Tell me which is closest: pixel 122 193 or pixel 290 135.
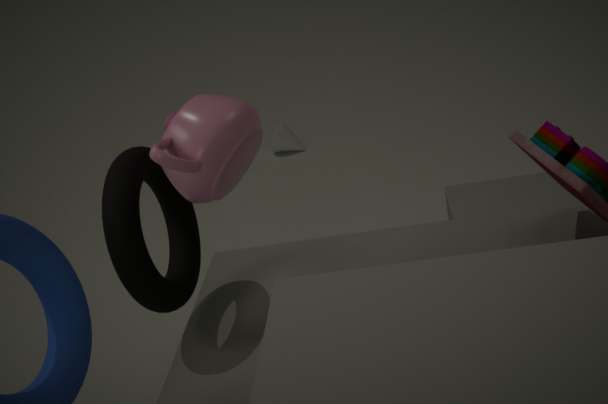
pixel 122 193
